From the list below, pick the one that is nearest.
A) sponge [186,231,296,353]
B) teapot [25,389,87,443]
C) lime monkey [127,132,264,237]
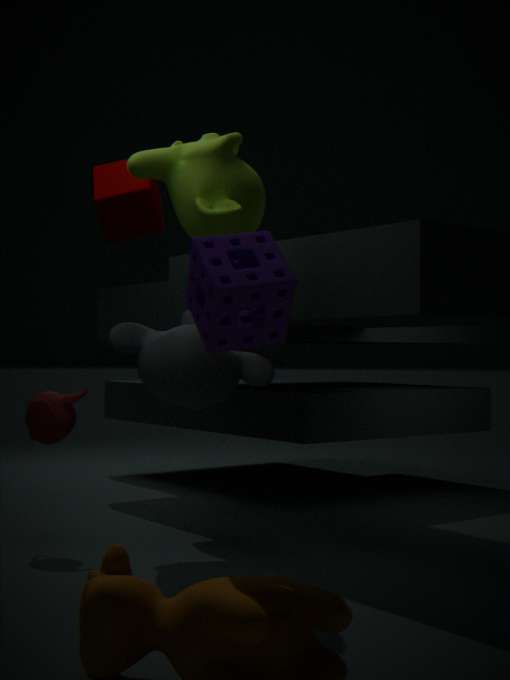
sponge [186,231,296,353]
